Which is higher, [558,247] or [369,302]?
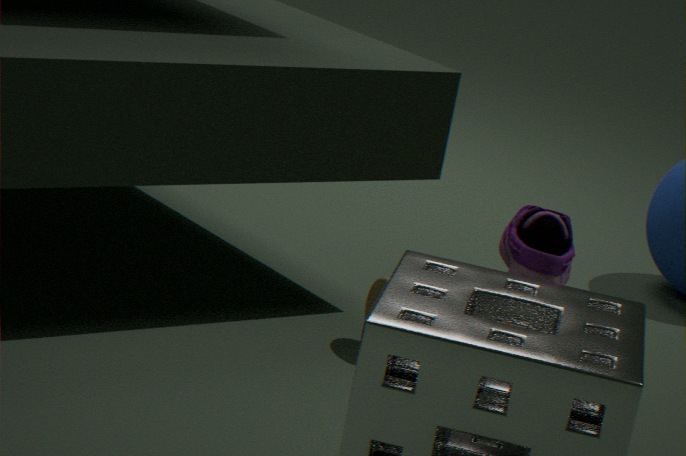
[558,247]
